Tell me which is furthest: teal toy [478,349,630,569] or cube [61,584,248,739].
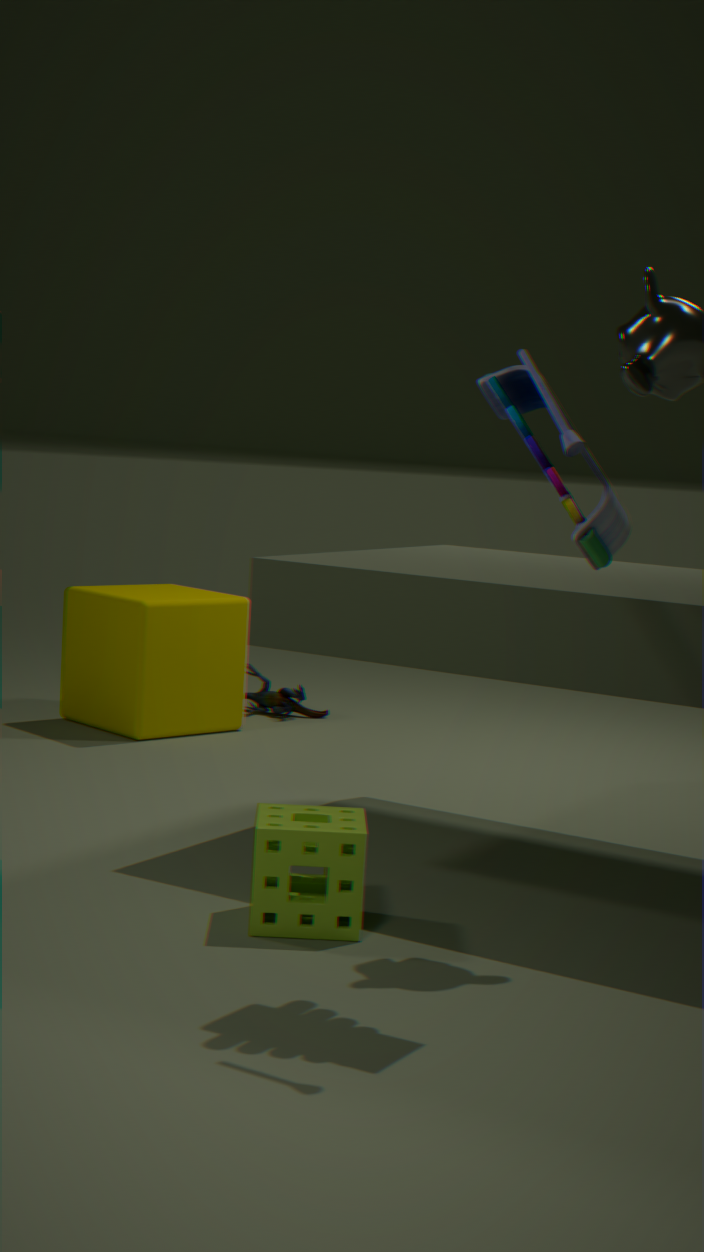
cube [61,584,248,739]
